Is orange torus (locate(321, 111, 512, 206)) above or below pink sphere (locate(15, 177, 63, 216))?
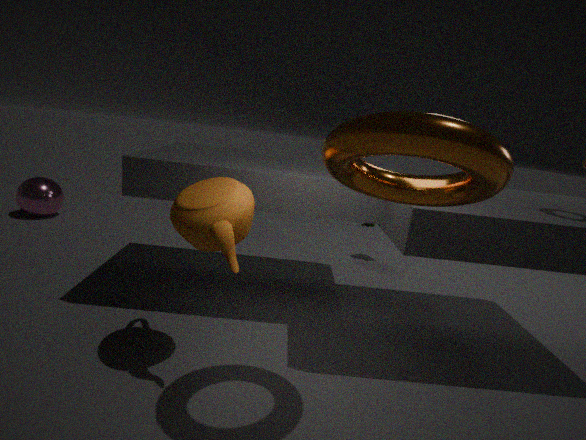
above
